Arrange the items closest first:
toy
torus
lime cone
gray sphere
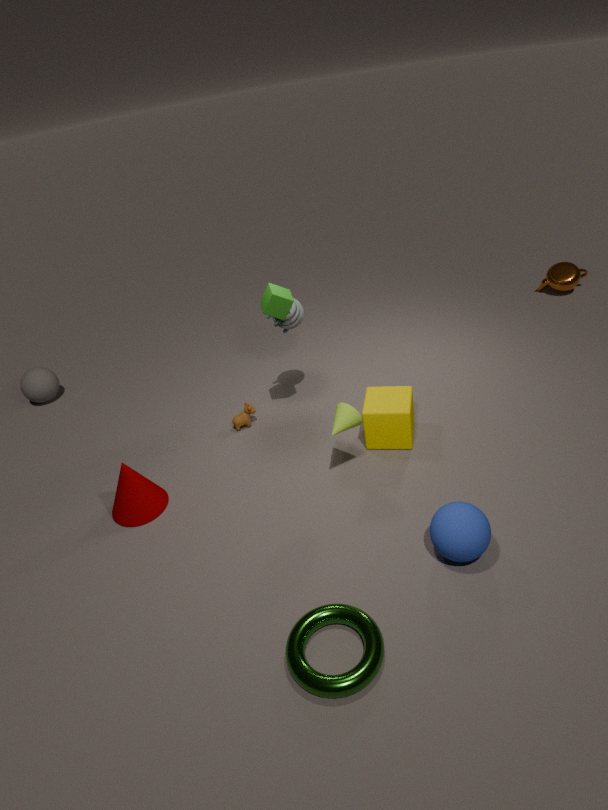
torus → lime cone → toy → gray sphere
